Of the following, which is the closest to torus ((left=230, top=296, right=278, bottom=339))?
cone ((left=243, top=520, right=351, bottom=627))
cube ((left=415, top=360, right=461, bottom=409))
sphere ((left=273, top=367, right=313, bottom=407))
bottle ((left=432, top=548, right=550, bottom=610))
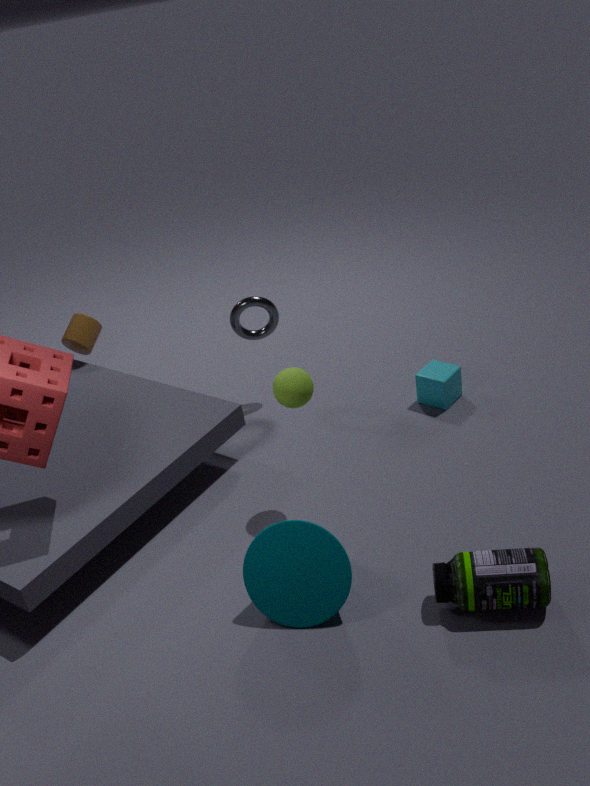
cube ((left=415, top=360, right=461, bottom=409))
